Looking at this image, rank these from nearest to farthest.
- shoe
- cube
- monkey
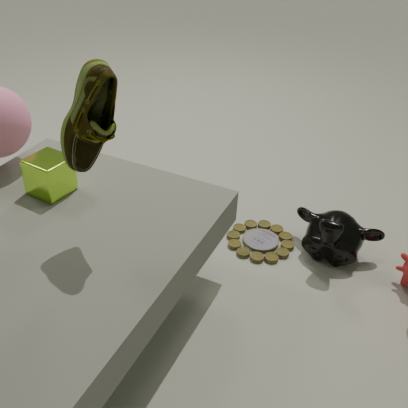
1. shoe
2. cube
3. monkey
